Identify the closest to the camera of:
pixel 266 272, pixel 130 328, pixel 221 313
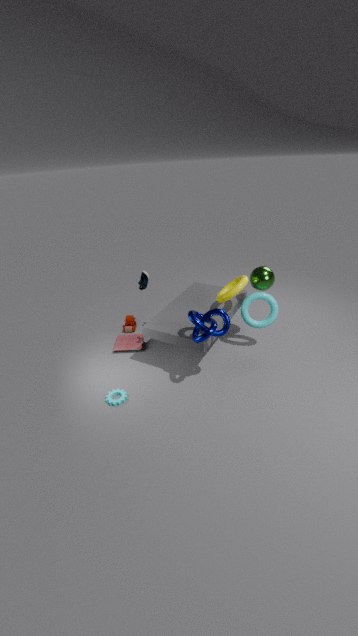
pixel 221 313
